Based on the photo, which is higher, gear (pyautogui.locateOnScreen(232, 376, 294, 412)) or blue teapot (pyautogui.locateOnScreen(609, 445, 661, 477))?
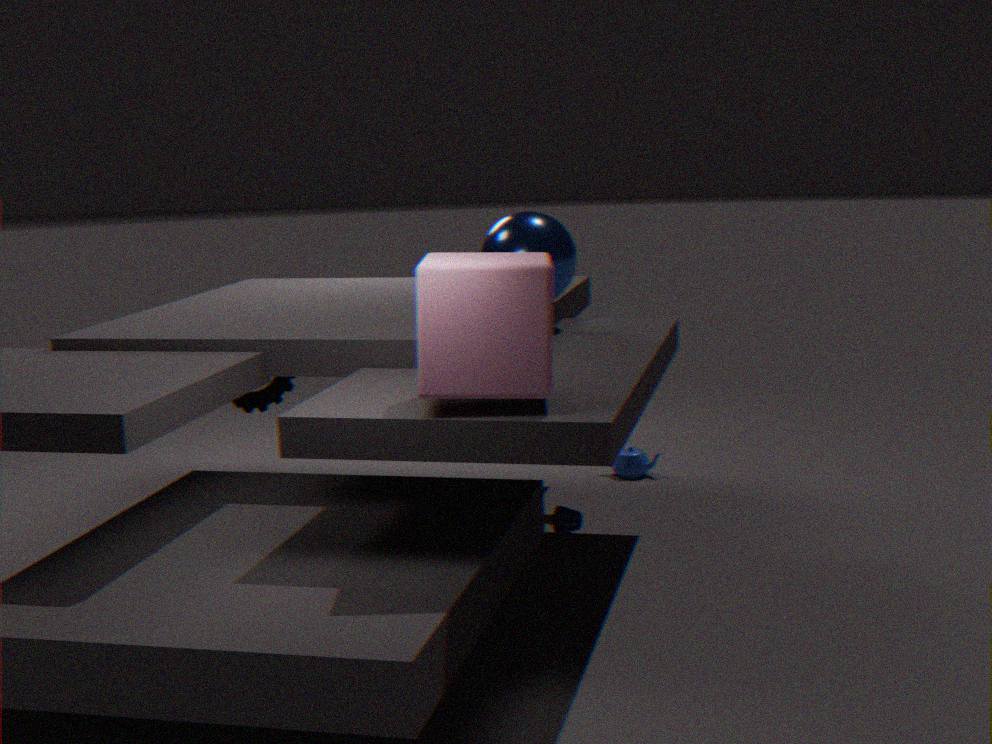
gear (pyautogui.locateOnScreen(232, 376, 294, 412))
